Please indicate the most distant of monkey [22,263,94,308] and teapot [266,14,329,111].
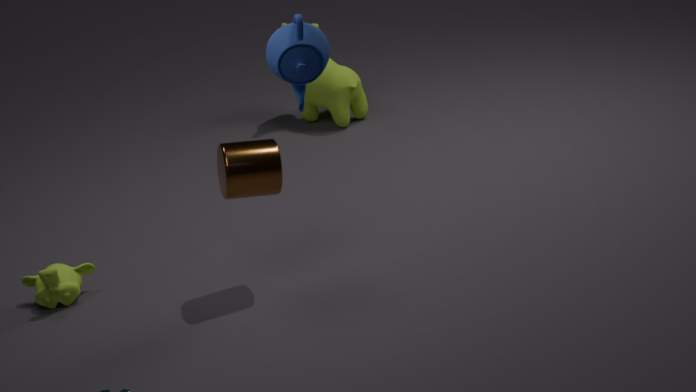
monkey [22,263,94,308]
